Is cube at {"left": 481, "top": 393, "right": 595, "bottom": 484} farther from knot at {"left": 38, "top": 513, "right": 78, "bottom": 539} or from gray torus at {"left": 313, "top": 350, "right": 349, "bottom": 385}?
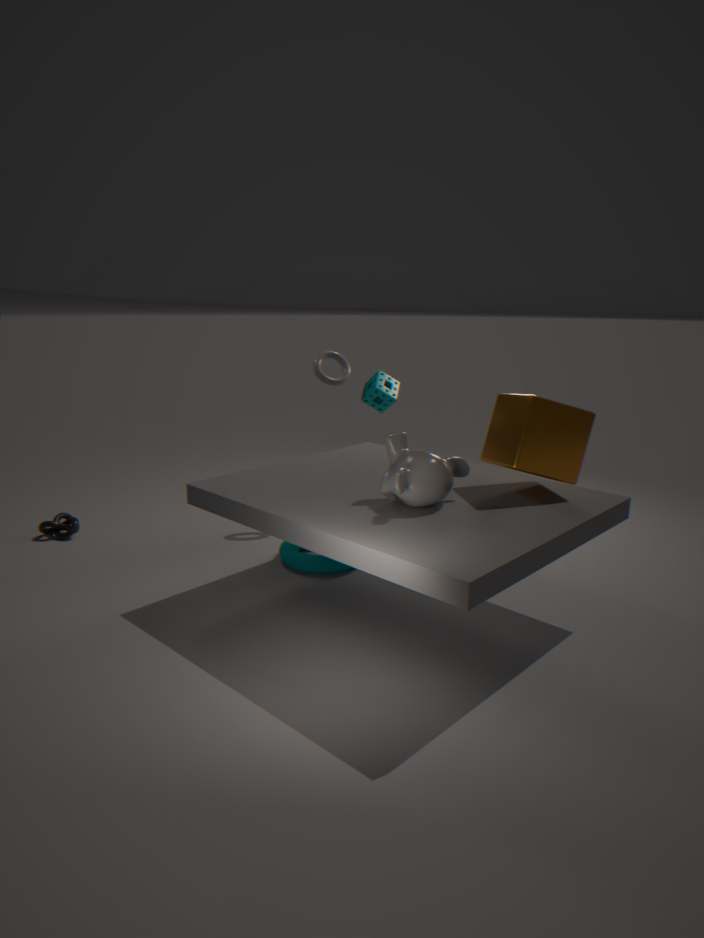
knot at {"left": 38, "top": 513, "right": 78, "bottom": 539}
